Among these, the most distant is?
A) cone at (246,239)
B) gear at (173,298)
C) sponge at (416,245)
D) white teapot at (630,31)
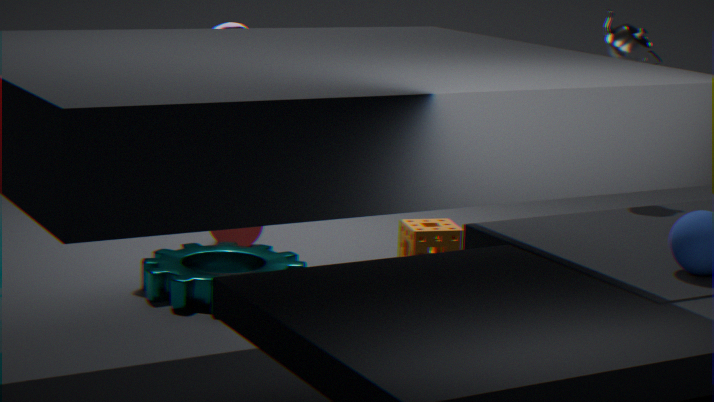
cone at (246,239)
